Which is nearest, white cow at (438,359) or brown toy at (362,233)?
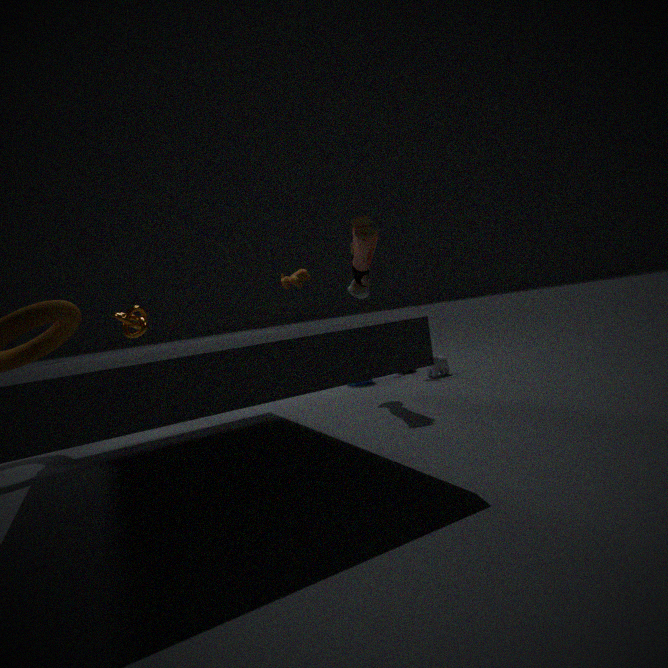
brown toy at (362,233)
